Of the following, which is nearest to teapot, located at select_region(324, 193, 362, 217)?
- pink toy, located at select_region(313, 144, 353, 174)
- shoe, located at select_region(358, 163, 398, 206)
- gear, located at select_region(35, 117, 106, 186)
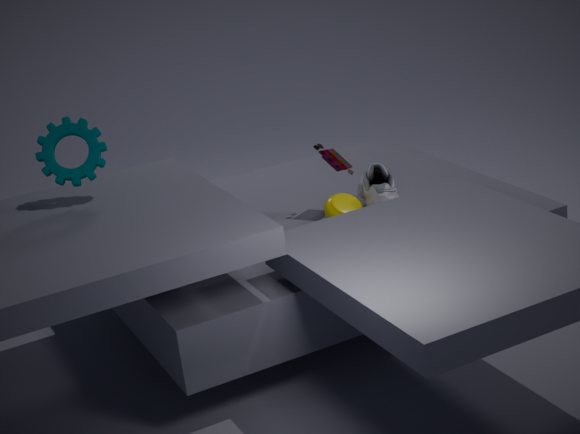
shoe, located at select_region(358, 163, 398, 206)
